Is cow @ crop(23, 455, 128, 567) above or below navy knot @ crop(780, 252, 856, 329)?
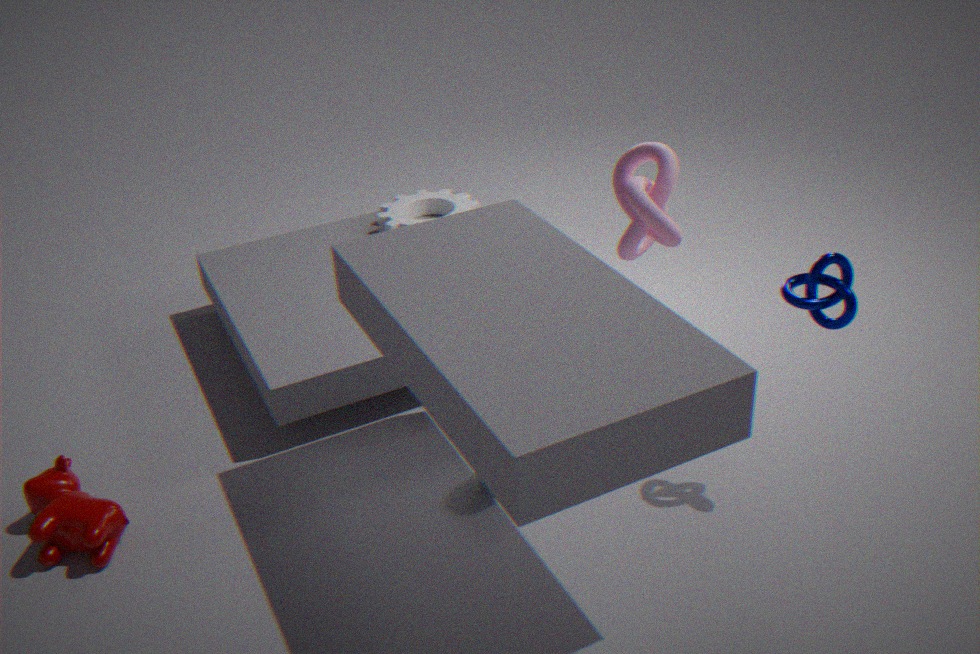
below
